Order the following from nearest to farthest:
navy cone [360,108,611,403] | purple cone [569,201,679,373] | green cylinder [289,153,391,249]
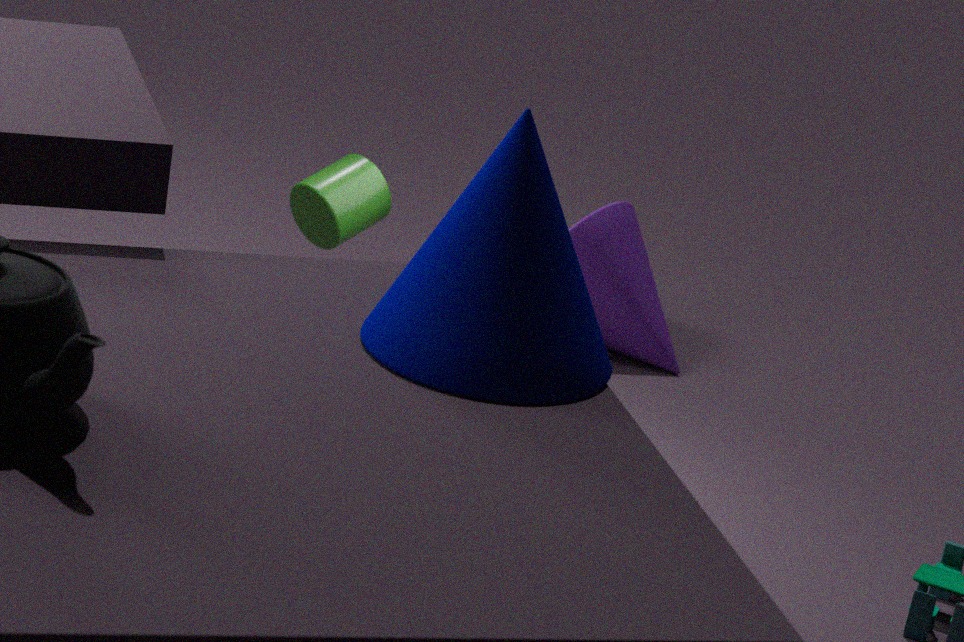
navy cone [360,108,611,403] < green cylinder [289,153,391,249] < purple cone [569,201,679,373]
